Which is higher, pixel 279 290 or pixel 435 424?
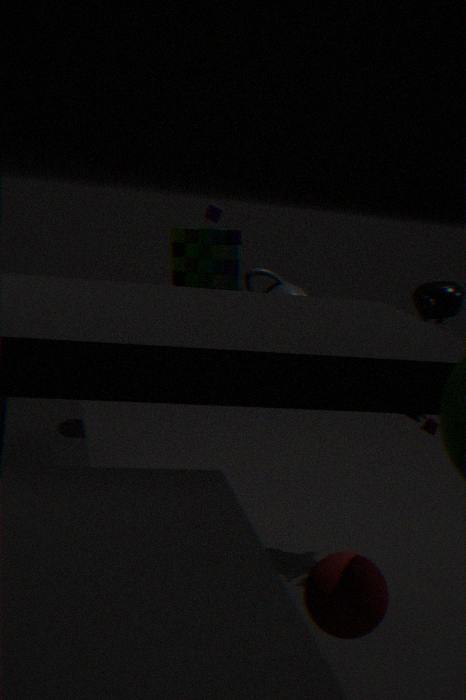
pixel 279 290
